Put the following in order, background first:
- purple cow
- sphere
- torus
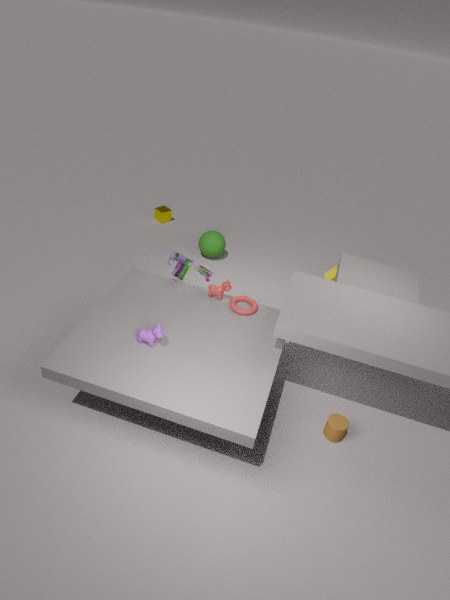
sphere, torus, purple cow
